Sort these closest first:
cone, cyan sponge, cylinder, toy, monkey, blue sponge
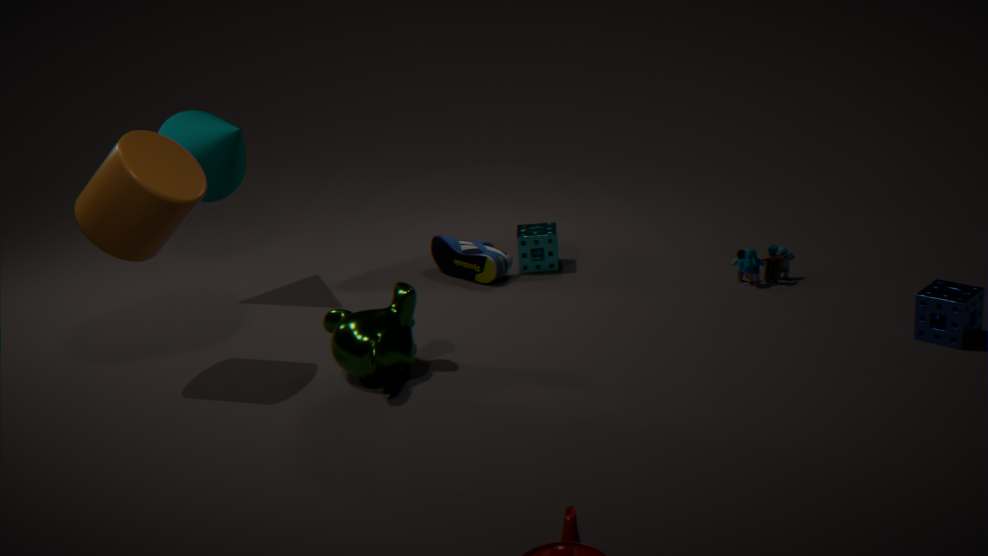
cylinder < blue sponge < monkey < toy < cone < cyan sponge
